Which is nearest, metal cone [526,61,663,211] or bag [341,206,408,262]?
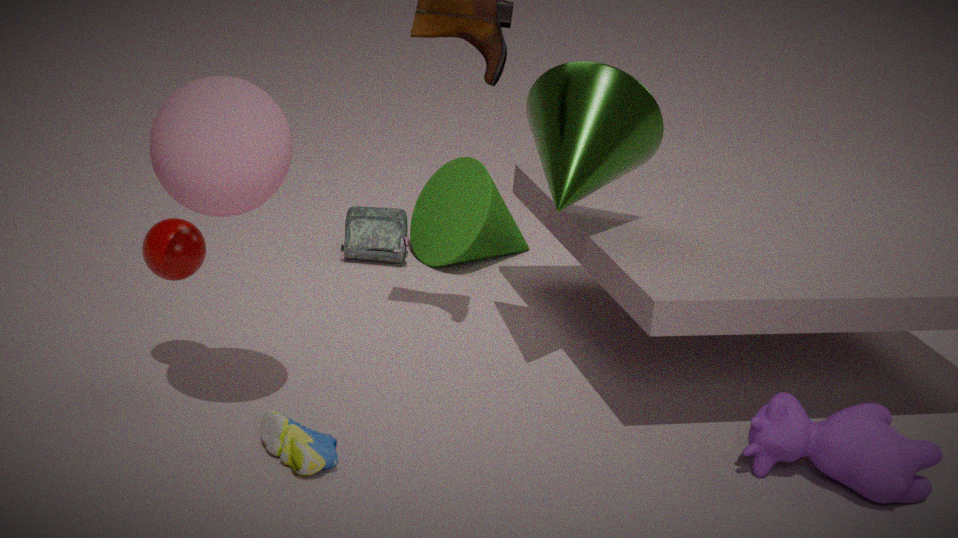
metal cone [526,61,663,211]
